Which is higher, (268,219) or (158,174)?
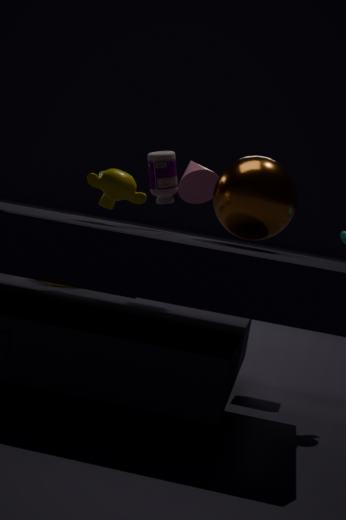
(158,174)
